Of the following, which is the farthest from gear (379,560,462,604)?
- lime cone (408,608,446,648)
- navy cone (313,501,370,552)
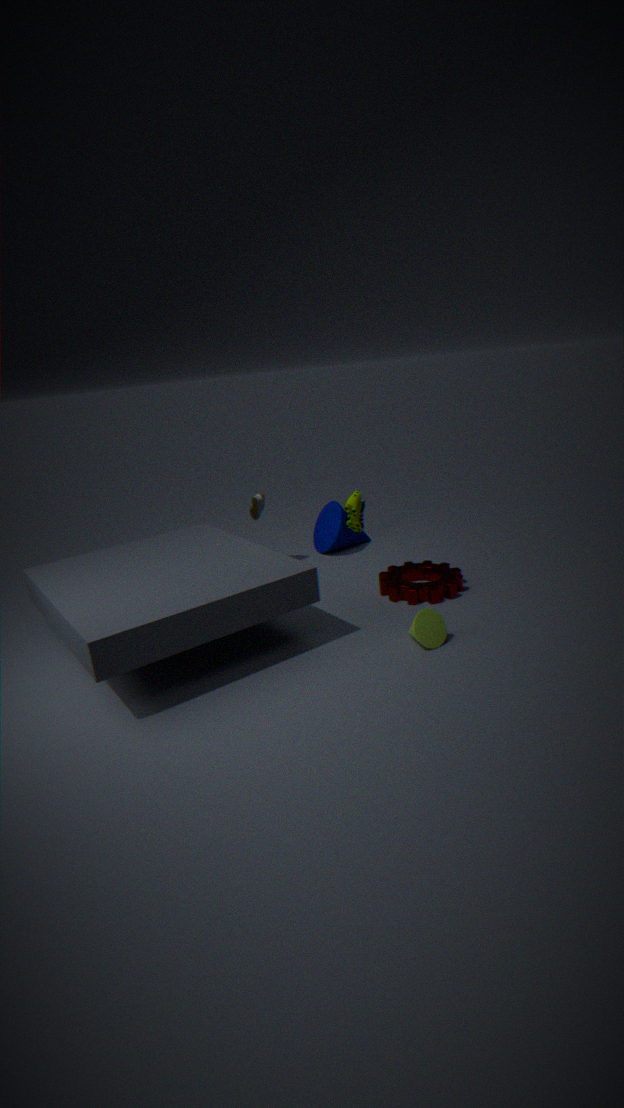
navy cone (313,501,370,552)
